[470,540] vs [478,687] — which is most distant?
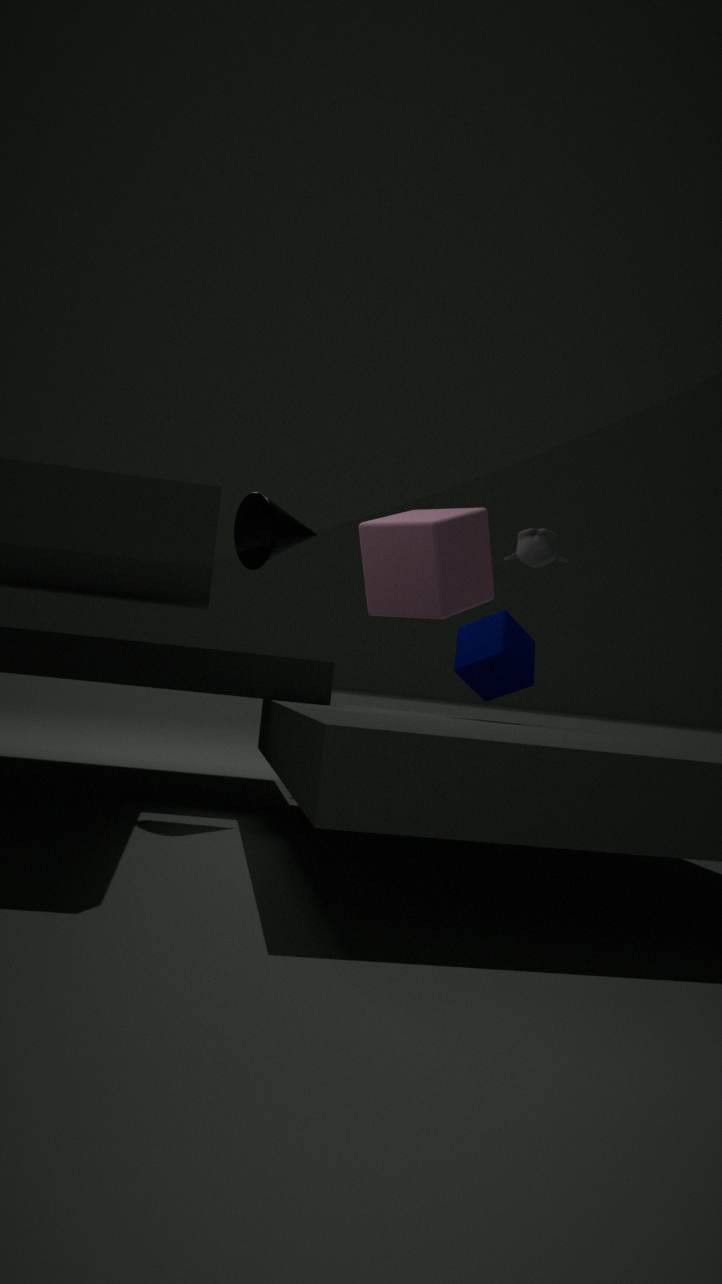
[470,540]
